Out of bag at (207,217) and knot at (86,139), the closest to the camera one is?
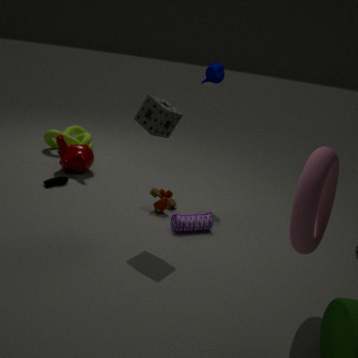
bag at (207,217)
